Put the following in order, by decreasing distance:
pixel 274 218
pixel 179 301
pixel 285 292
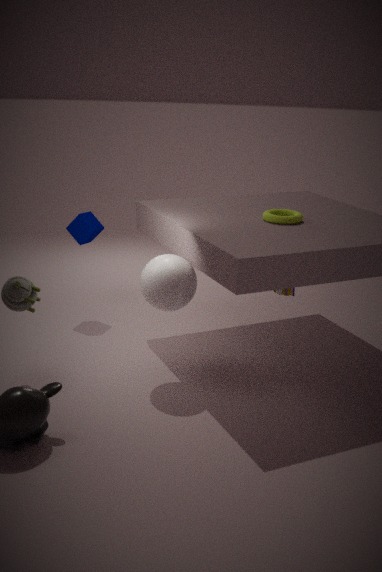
pixel 285 292, pixel 274 218, pixel 179 301
